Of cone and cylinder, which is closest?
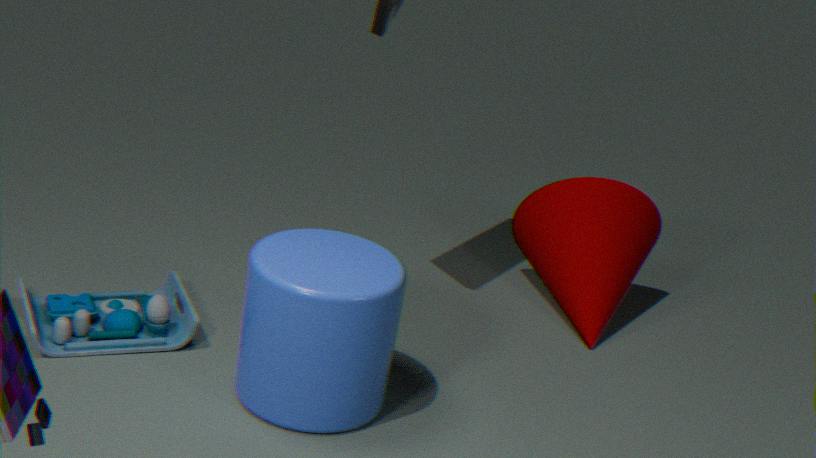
cylinder
